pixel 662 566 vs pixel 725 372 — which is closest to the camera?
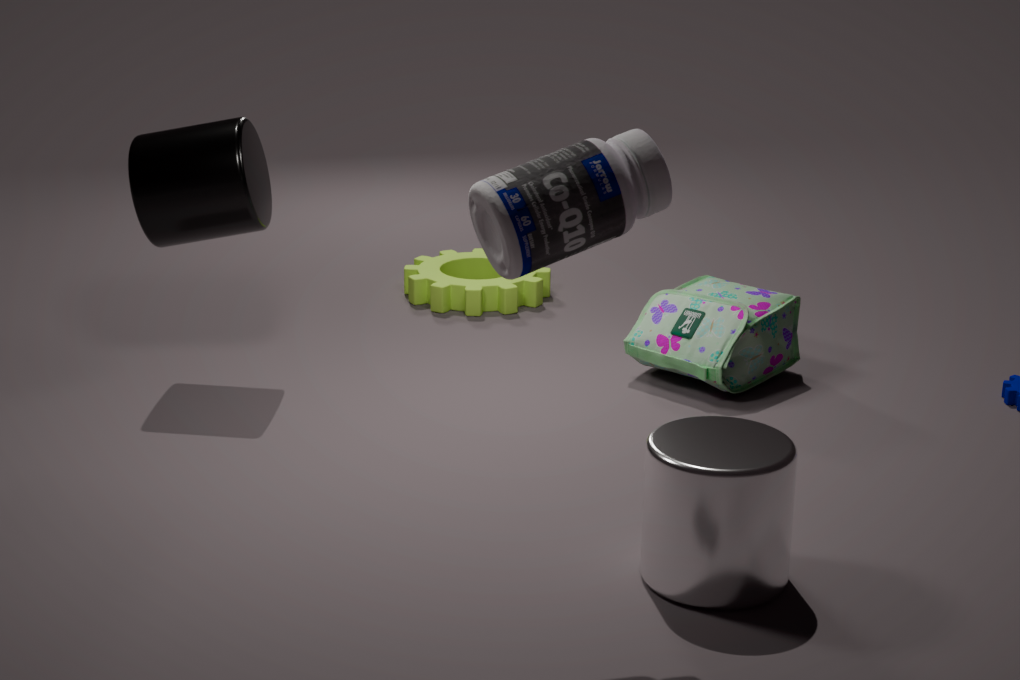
pixel 662 566
